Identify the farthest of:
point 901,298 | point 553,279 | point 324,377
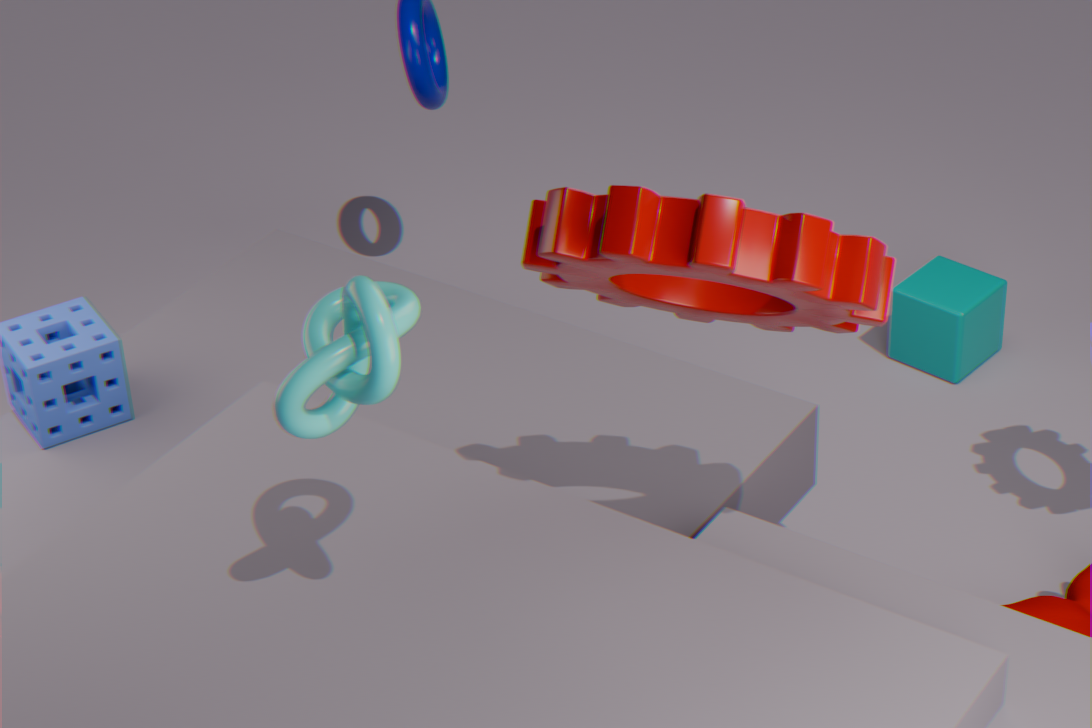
point 901,298
